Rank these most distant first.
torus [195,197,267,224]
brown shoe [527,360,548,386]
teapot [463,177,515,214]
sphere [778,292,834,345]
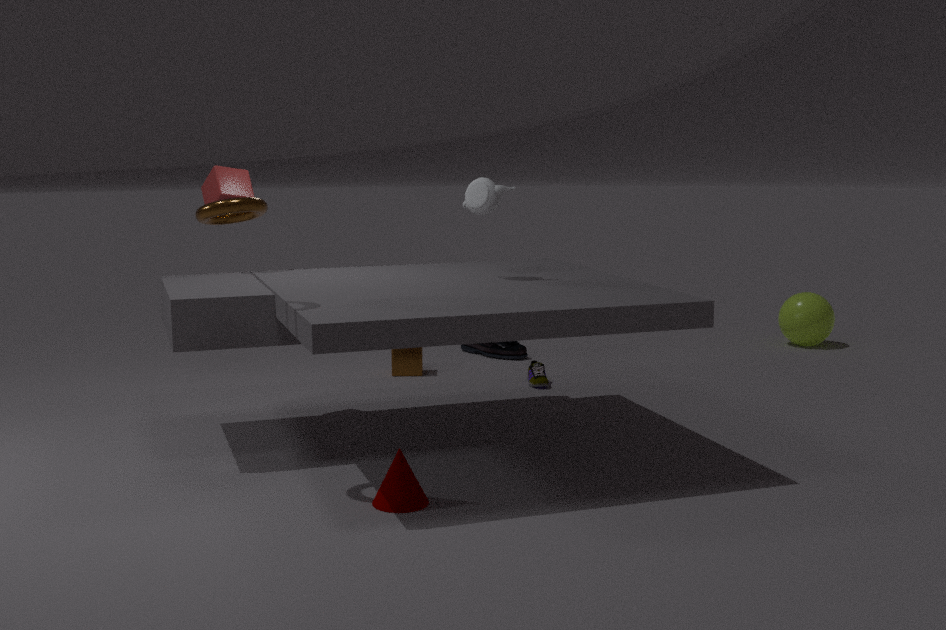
1. sphere [778,292,834,345]
2. brown shoe [527,360,548,386]
3. teapot [463,177,515,214]
4. torus [195,197,267,224]
